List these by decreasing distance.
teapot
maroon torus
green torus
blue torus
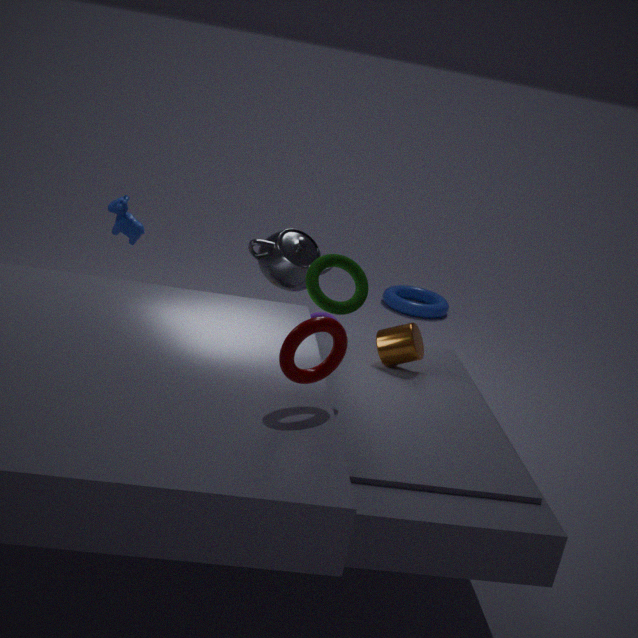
blue torus
teapot
green torus
maroon torus
